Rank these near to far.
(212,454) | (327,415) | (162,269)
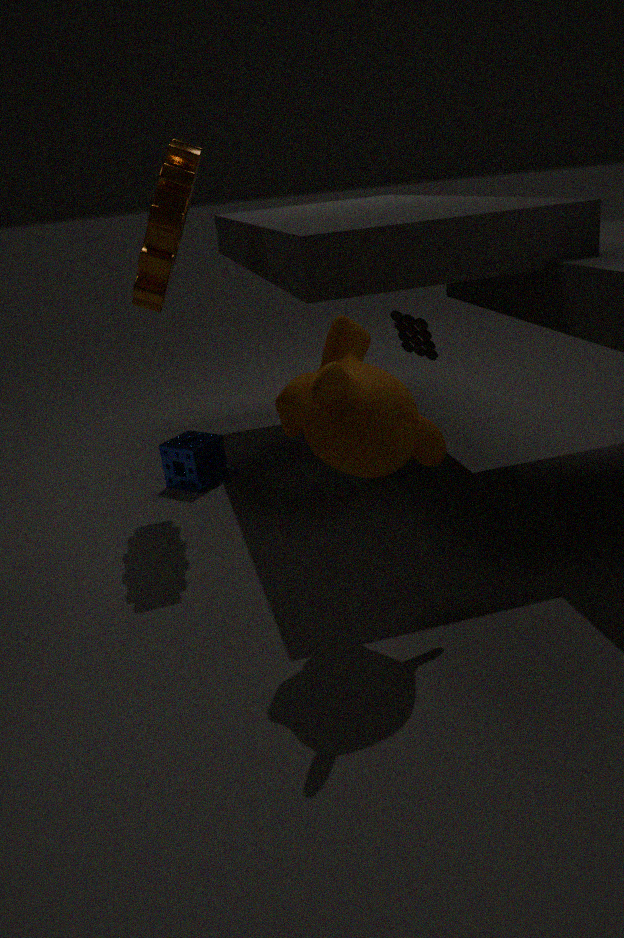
(327,415), (162,269), (212,454)
